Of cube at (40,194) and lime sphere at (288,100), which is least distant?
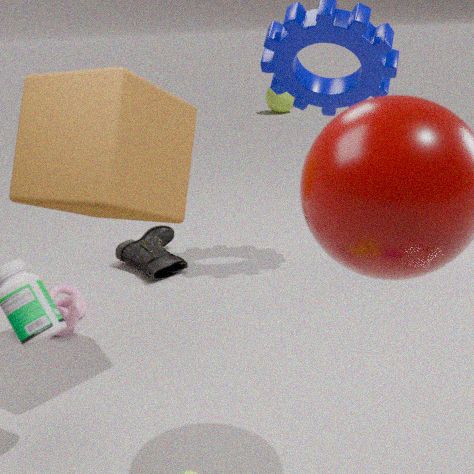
cube at (40,194)
